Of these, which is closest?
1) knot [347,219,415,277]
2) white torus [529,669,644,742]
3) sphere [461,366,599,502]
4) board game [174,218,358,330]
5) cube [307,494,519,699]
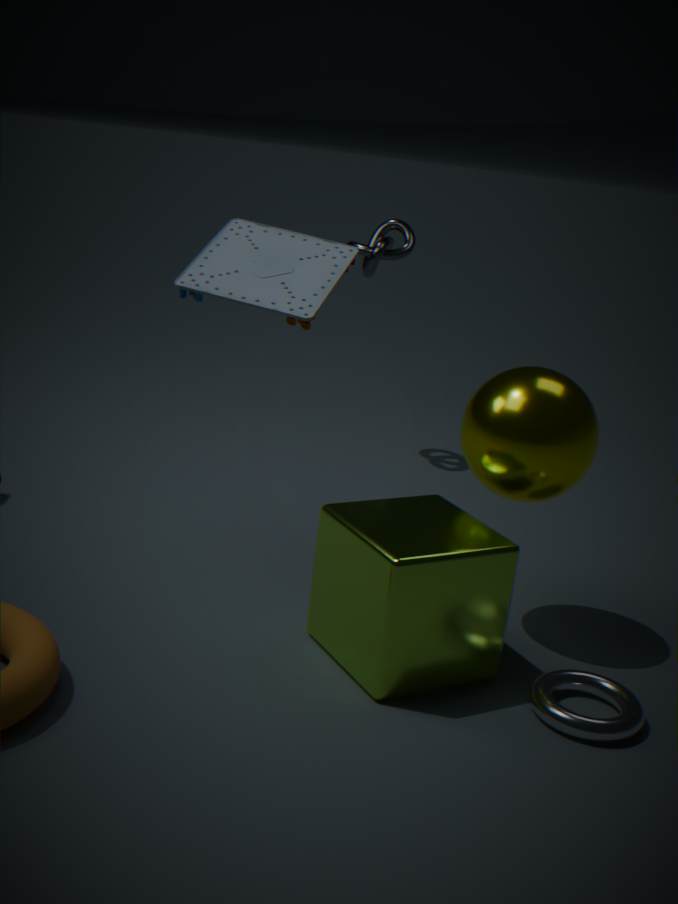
2. white torus [529,669,644,742]
